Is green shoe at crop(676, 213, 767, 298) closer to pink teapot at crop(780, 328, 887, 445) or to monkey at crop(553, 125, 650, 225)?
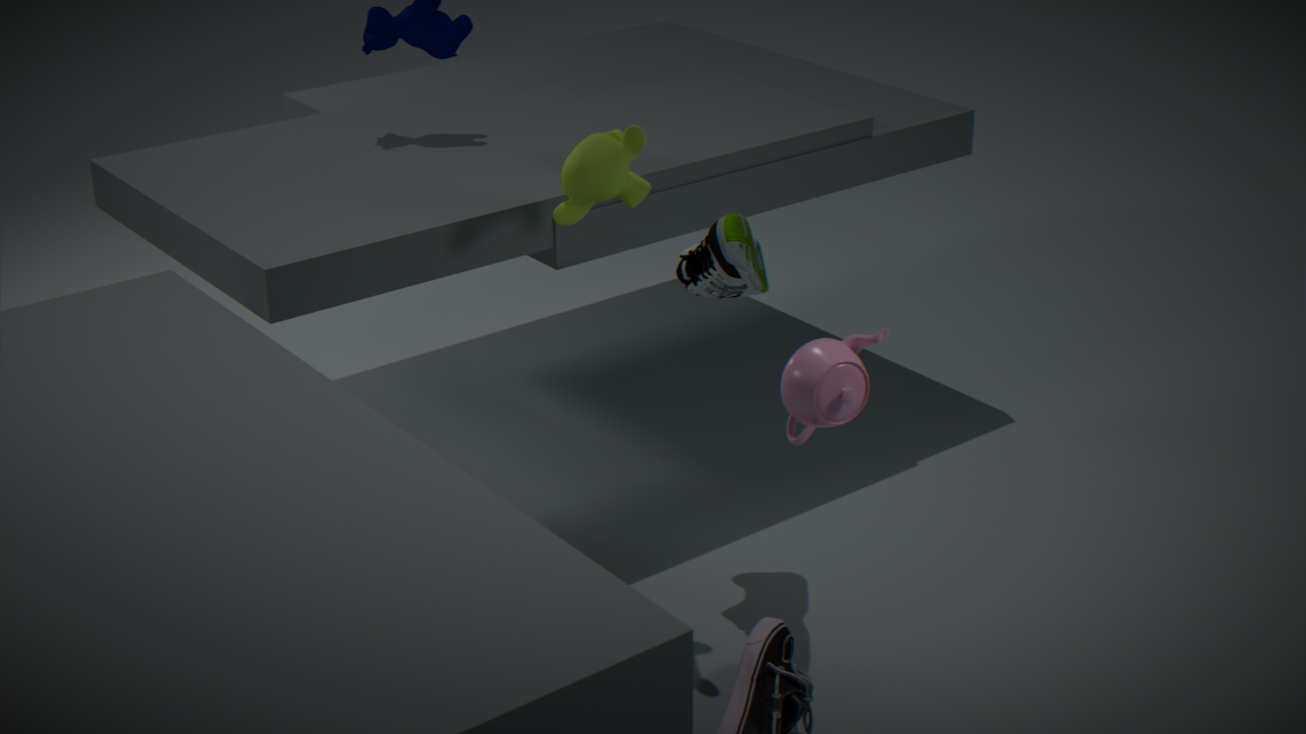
monkey at crop(553, 125, 650, 225)
